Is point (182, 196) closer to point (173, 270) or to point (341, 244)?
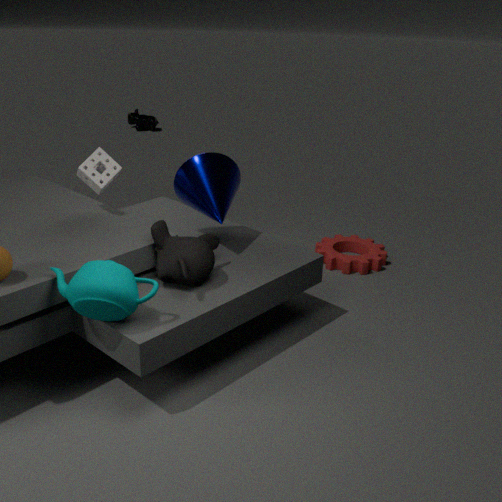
point (173, 270)
